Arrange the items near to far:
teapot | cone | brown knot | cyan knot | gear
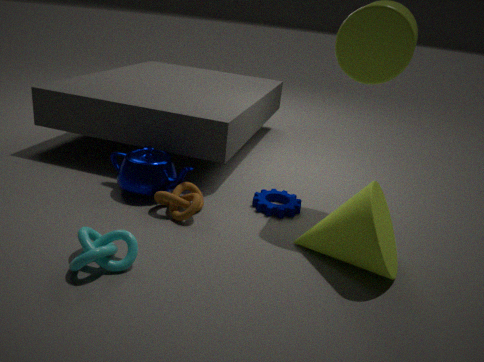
cyan knot < cone < brown knot < teapot < gear
